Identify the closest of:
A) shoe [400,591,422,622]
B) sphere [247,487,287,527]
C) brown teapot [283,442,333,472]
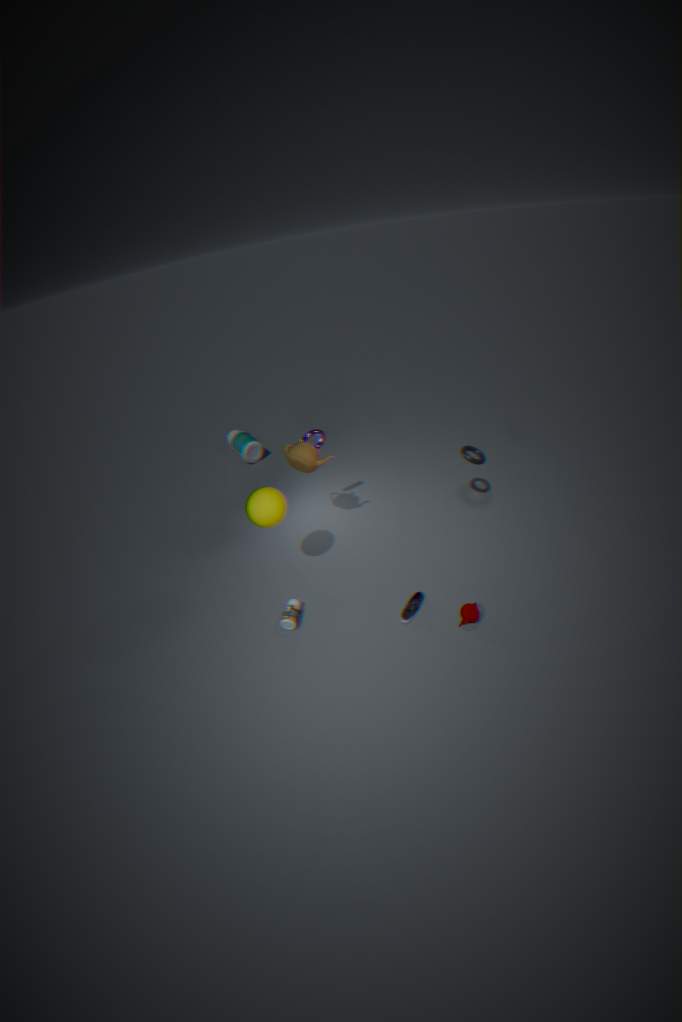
sphere [247,487,287,527]
